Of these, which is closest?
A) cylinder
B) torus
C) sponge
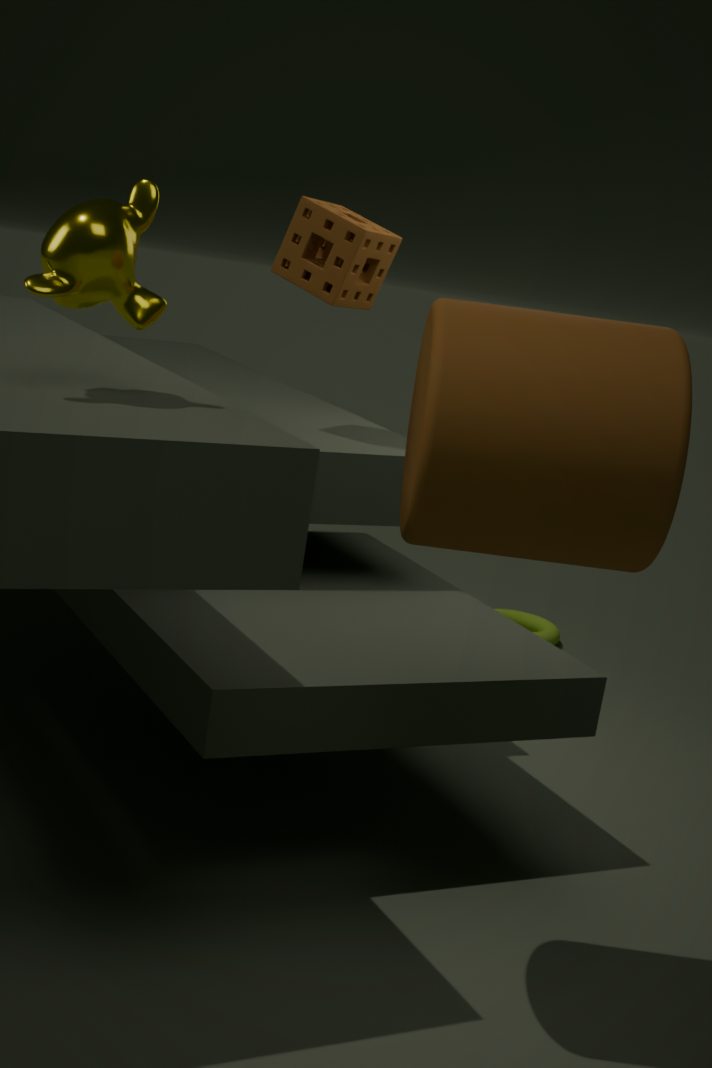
cylinder
